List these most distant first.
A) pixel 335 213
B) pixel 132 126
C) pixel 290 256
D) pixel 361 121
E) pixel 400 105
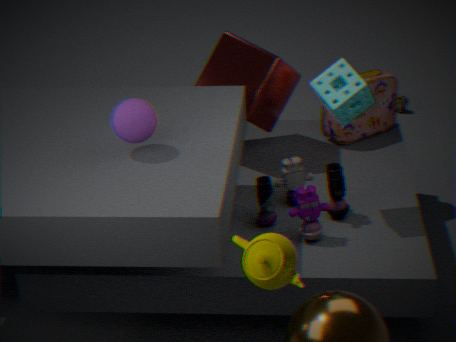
E. pixel 400 105
D. pixel 361 121
A. pixel 335 213
B. pixel 132 126
C. pixel 290 256
